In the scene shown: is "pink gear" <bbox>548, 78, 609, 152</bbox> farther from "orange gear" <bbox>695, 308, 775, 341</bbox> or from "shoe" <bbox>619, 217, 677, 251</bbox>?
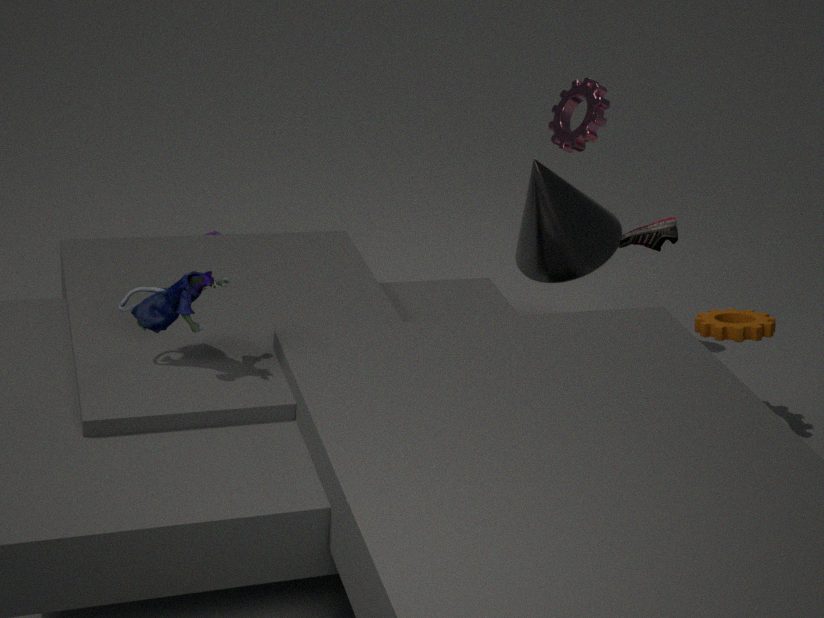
"orange gear" <bbox>695, 308, 775, 341</bbox>
